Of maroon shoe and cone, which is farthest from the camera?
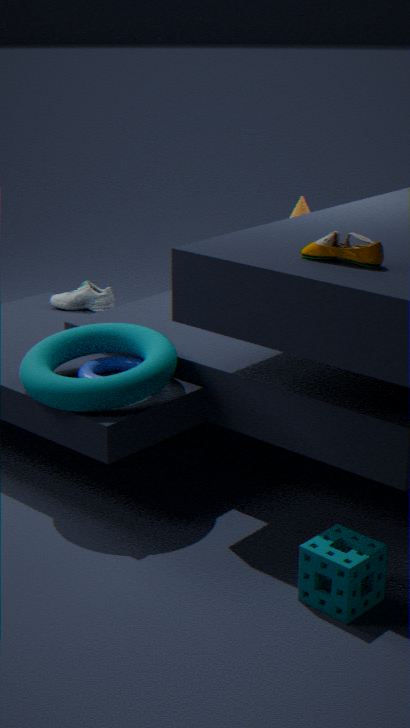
cone
